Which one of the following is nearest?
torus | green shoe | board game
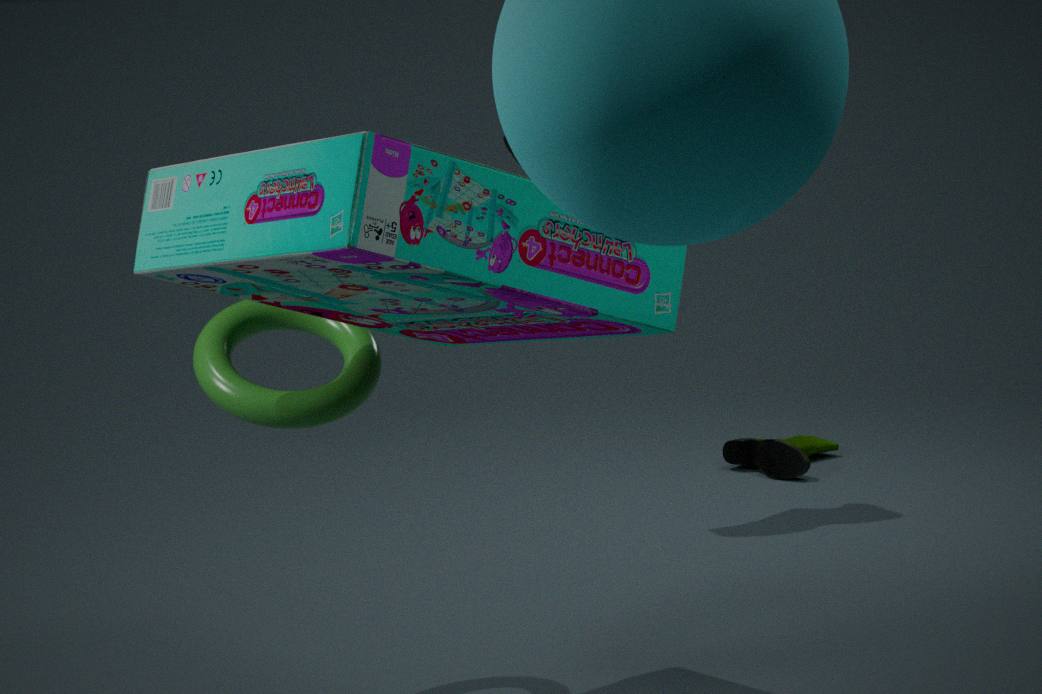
board game
